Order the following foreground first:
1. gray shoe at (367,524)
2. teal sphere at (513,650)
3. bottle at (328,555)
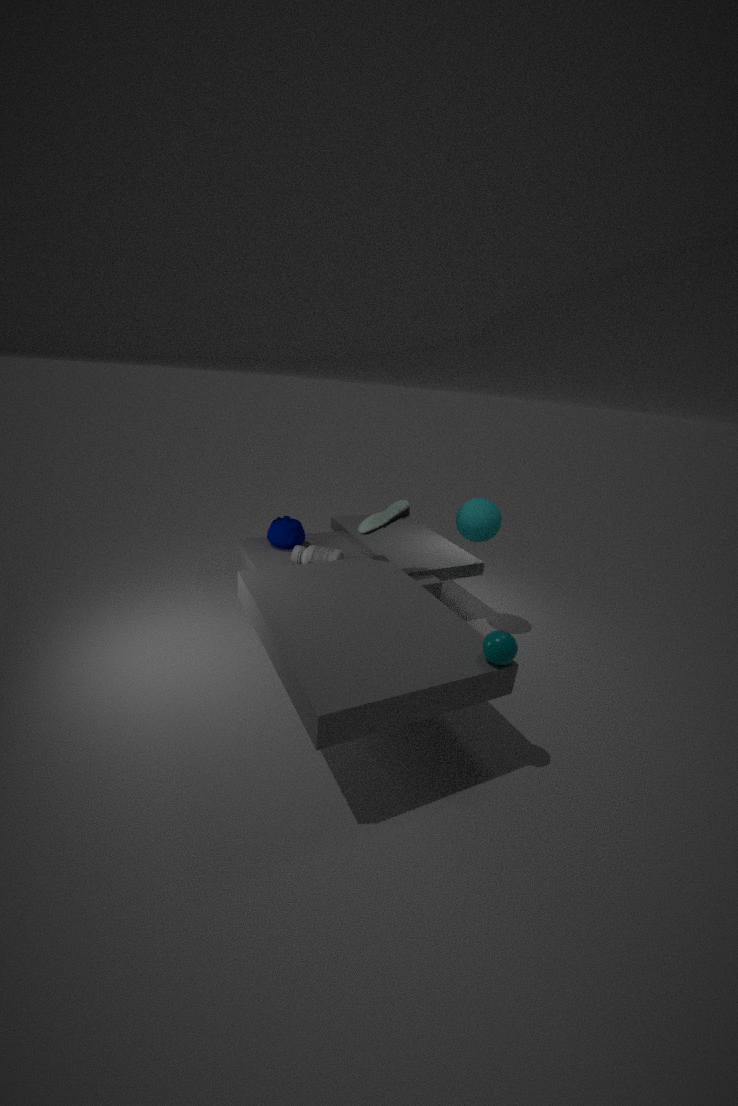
teal sphere at (513,650)
gray shoe at (367,524)
bottle at (328,555)
